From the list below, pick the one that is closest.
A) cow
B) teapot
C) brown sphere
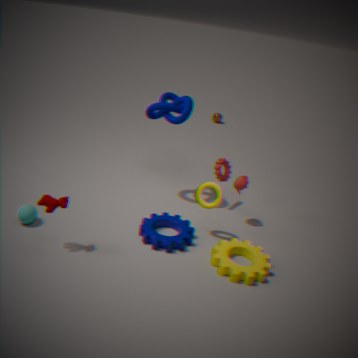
cow
